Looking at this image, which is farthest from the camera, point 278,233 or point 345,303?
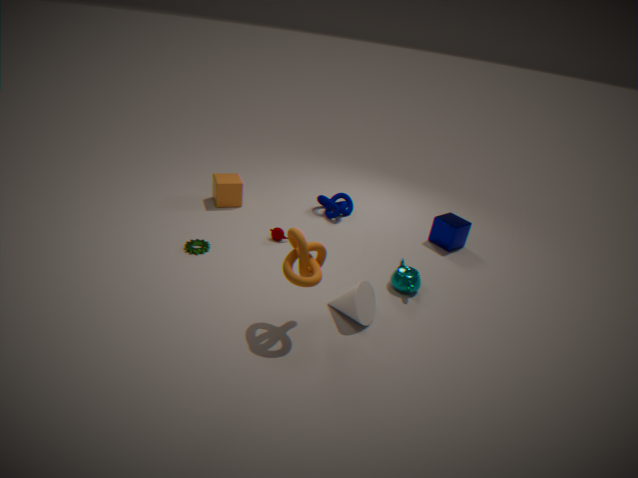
point 278,233
